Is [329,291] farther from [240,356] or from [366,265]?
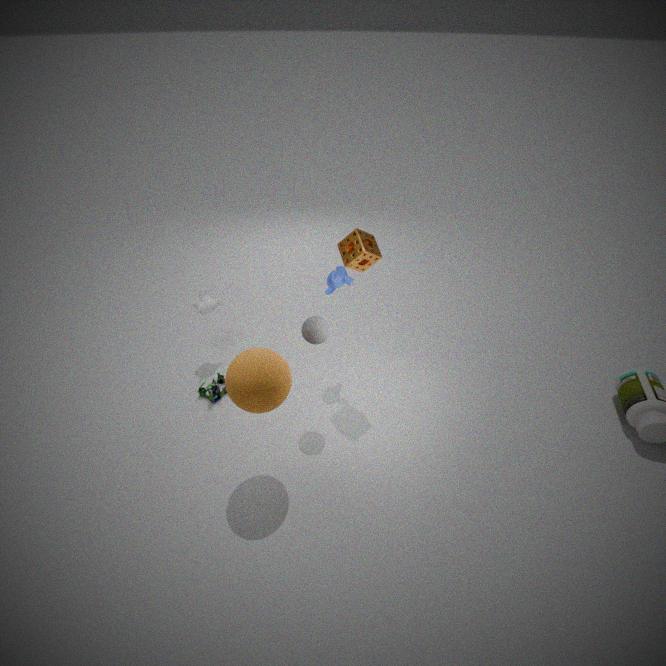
[240,356]
